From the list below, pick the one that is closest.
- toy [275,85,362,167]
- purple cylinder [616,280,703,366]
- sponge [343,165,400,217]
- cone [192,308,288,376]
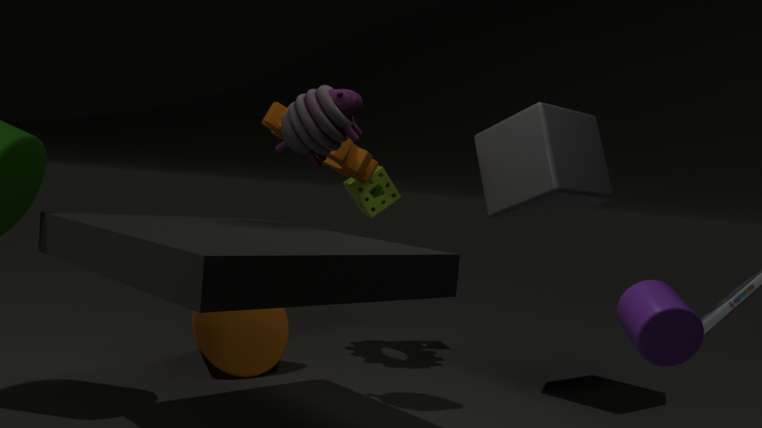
purple cylinder [616,280,703,366]
